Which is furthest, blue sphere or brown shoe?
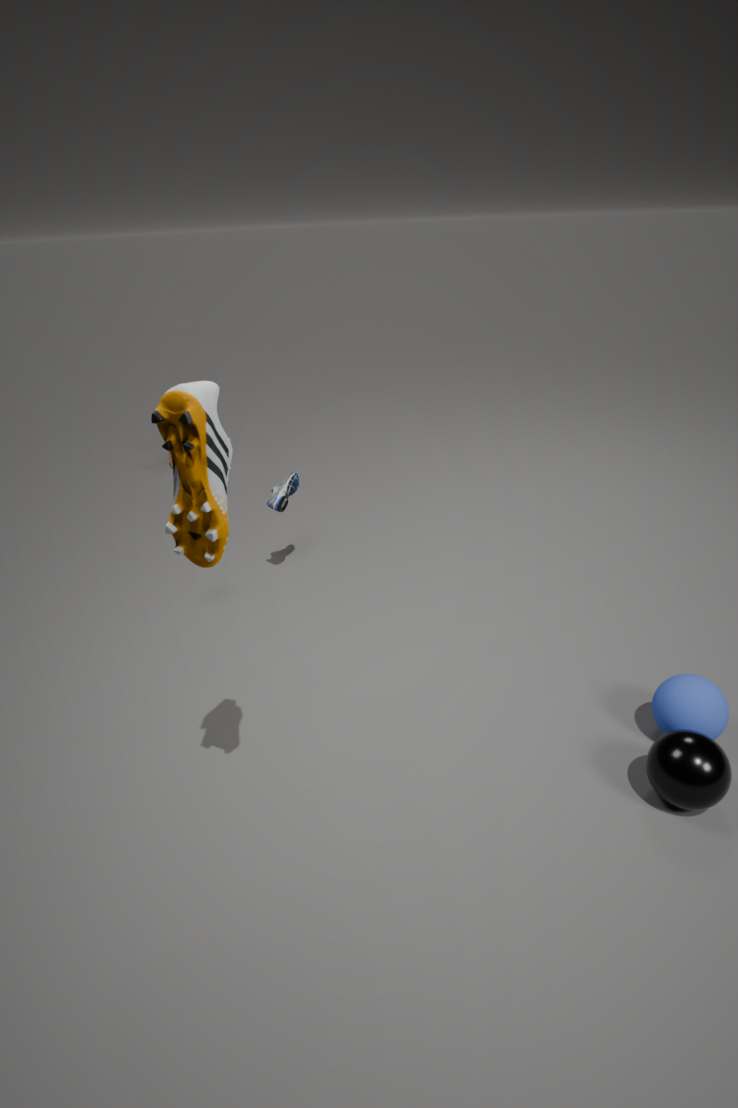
blue sphere
